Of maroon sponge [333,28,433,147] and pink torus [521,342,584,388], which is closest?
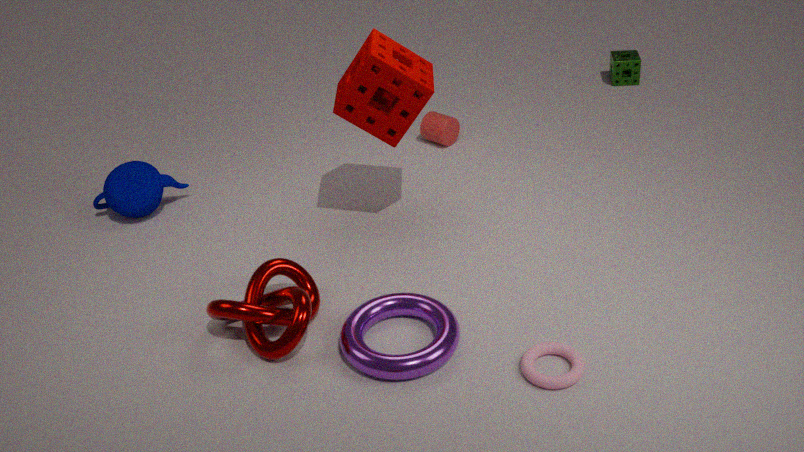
pink torus [521,342,584,388]
